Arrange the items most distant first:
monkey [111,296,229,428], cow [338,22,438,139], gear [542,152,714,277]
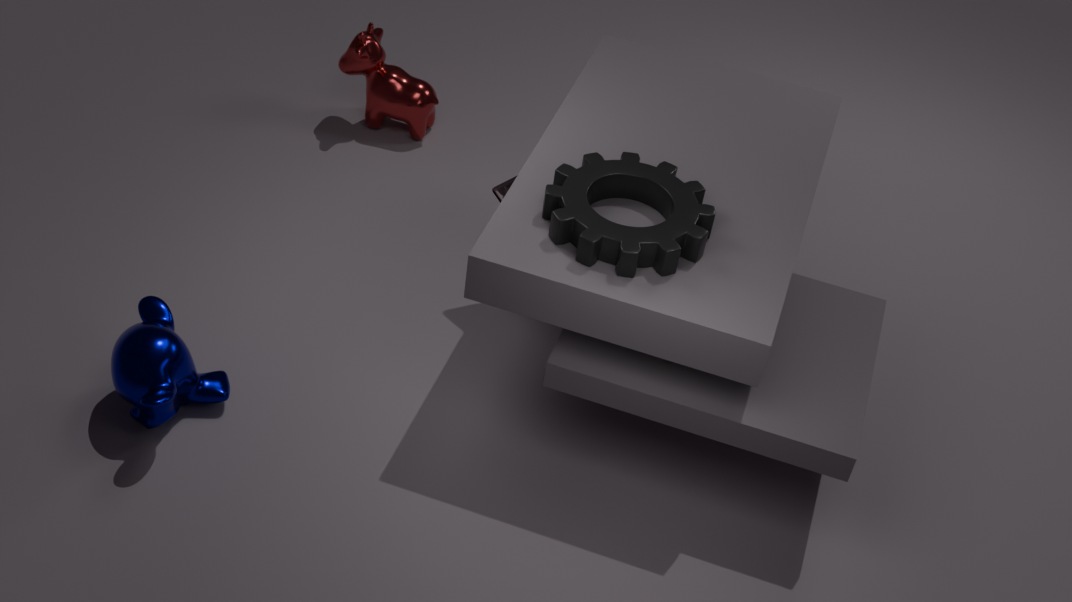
cow [338,22,438,139]
monkey [111,296,229,428]
gear [542,152,714,277]
